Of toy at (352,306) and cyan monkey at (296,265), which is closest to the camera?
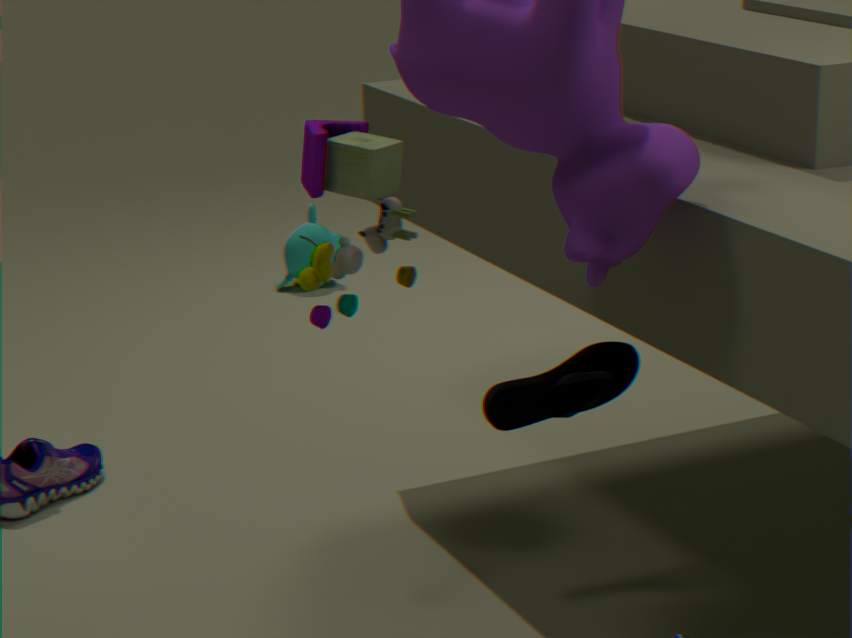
toy at (352,306)
